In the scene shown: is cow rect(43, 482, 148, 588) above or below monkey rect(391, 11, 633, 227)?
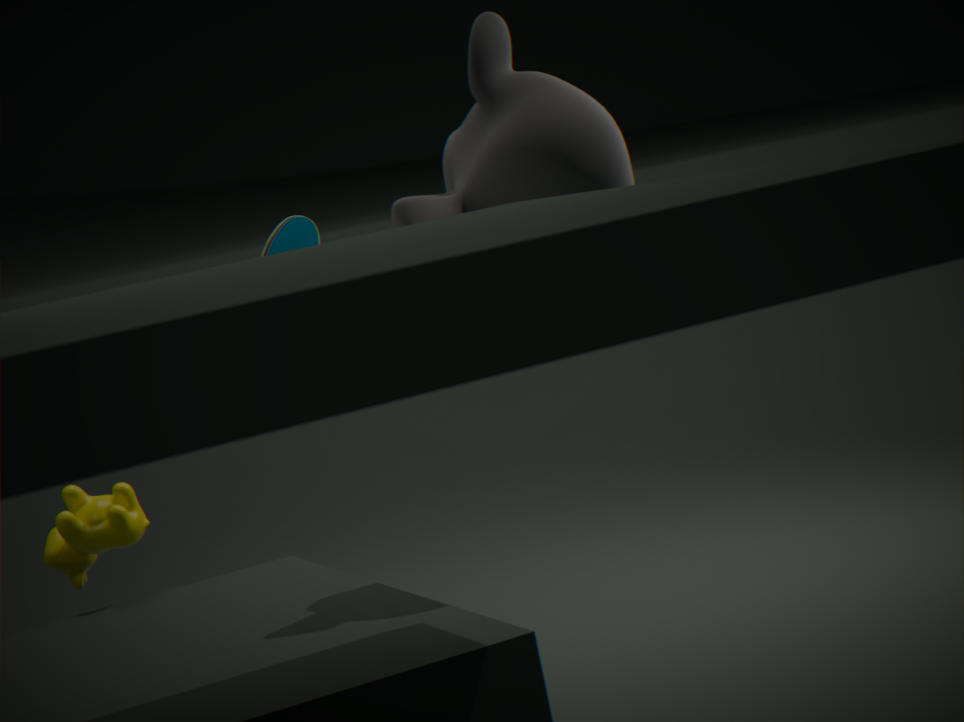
below
